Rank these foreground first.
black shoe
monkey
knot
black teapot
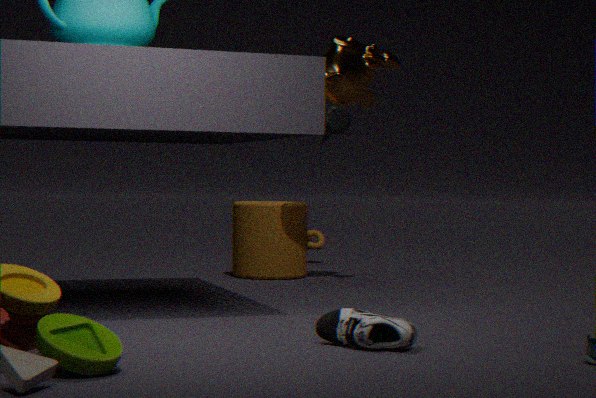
1. black shoe
2. monkey
3. black teapot
4. knot
